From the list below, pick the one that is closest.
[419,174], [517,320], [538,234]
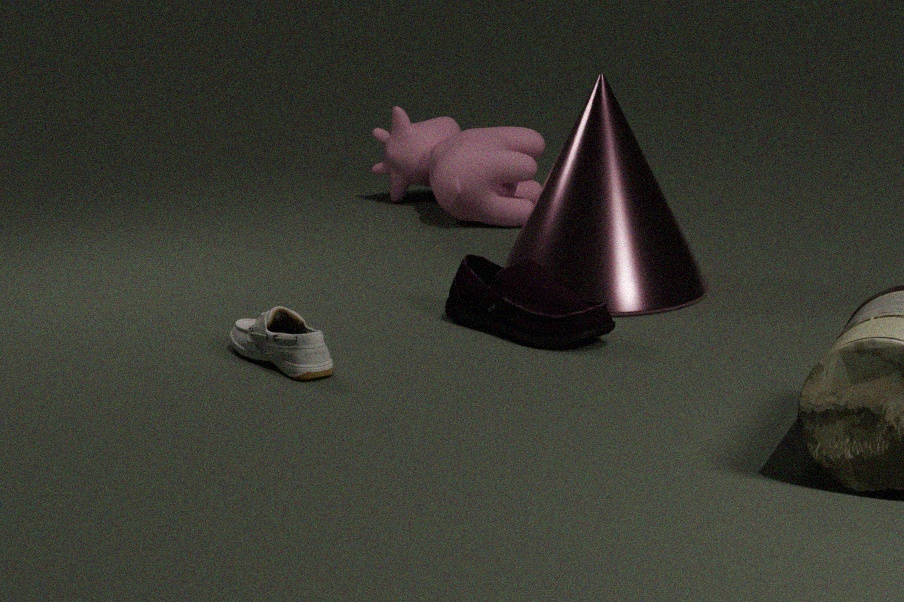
[517,320]
